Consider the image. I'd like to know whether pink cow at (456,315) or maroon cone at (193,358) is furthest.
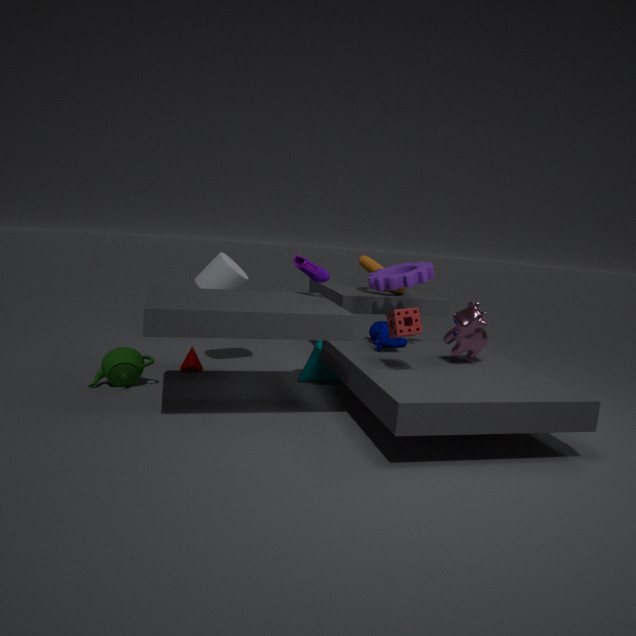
maroon cone at (193,358)
